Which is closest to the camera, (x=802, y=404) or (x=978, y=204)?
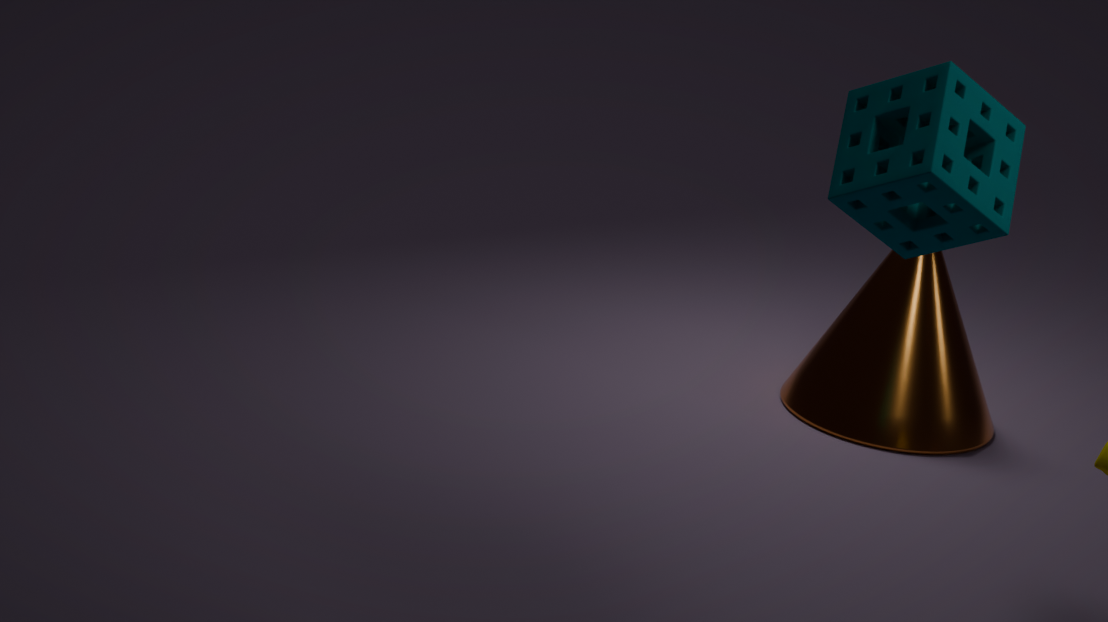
(x=978, y=204)
